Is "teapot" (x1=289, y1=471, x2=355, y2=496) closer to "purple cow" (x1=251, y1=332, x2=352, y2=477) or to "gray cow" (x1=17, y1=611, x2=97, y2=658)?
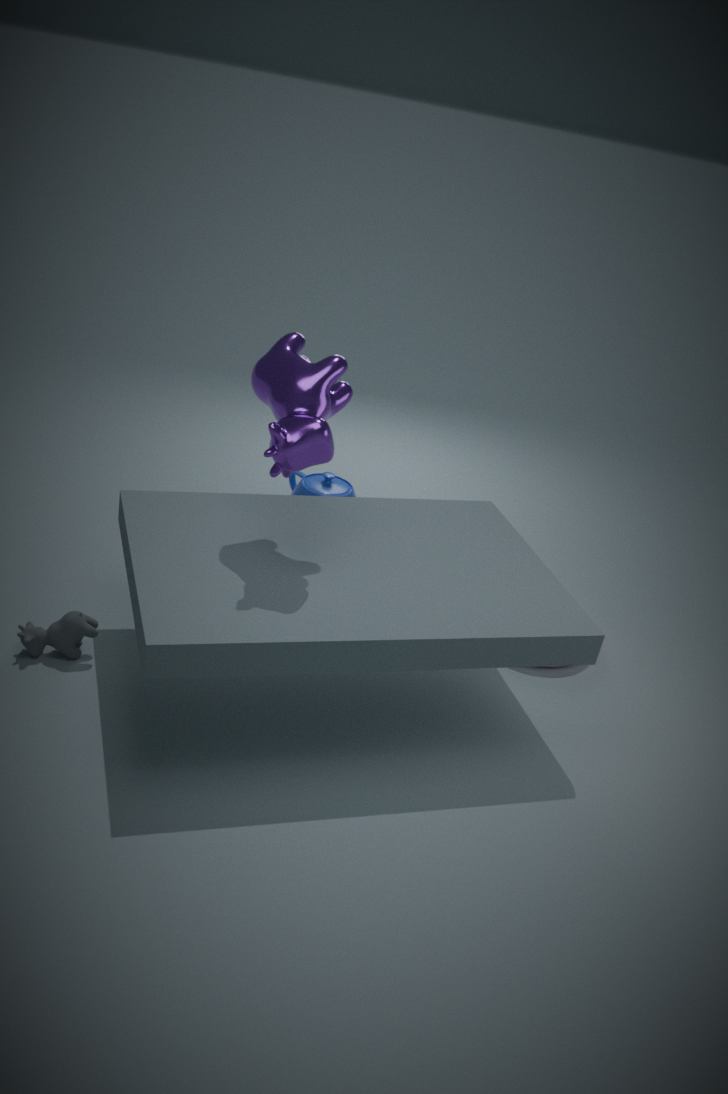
"purple cow" (x1=251, y1=332, x2=352, y2=477)
